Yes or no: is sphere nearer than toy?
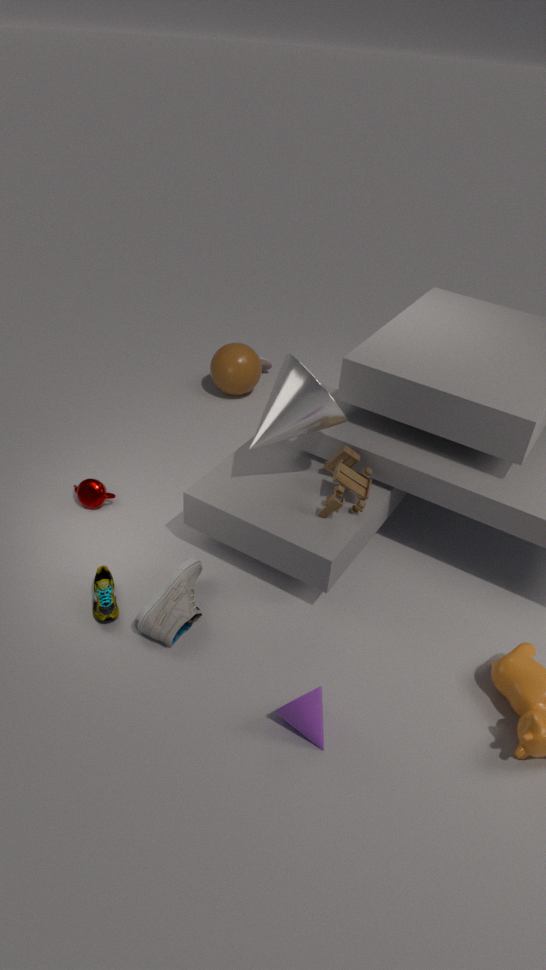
No
